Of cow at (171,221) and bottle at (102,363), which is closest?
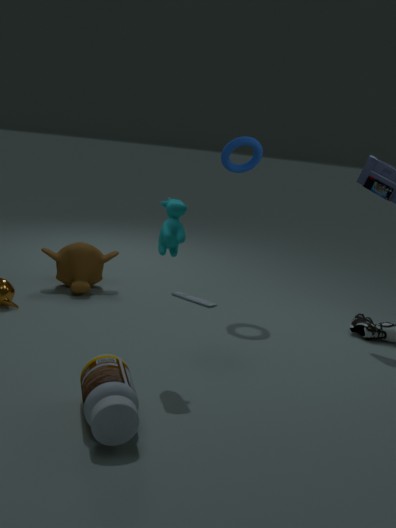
bottle at (102,363)
